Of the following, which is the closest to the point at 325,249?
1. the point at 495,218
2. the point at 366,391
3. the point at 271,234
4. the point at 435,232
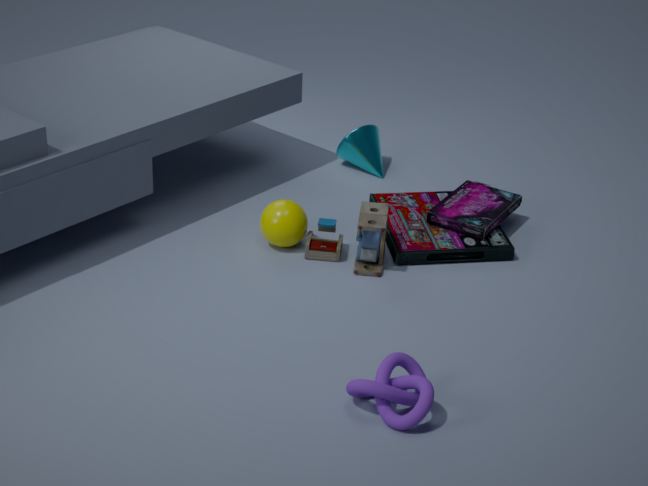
the point at 271,234
